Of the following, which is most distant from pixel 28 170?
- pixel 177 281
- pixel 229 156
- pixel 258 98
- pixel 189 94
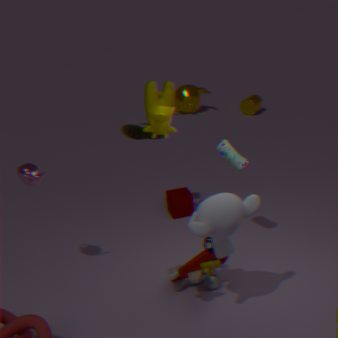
pixel 258 98
